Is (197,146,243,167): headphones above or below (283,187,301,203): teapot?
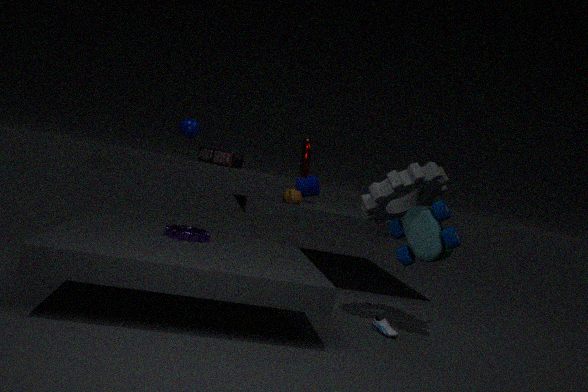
above
